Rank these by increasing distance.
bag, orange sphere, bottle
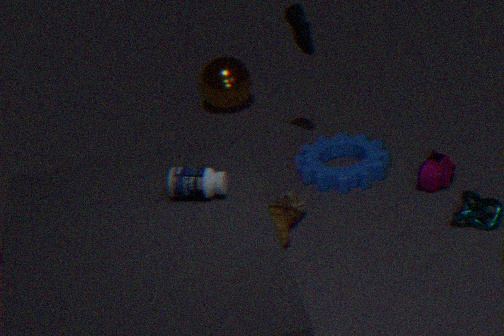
bottle, bag, orange sphere
